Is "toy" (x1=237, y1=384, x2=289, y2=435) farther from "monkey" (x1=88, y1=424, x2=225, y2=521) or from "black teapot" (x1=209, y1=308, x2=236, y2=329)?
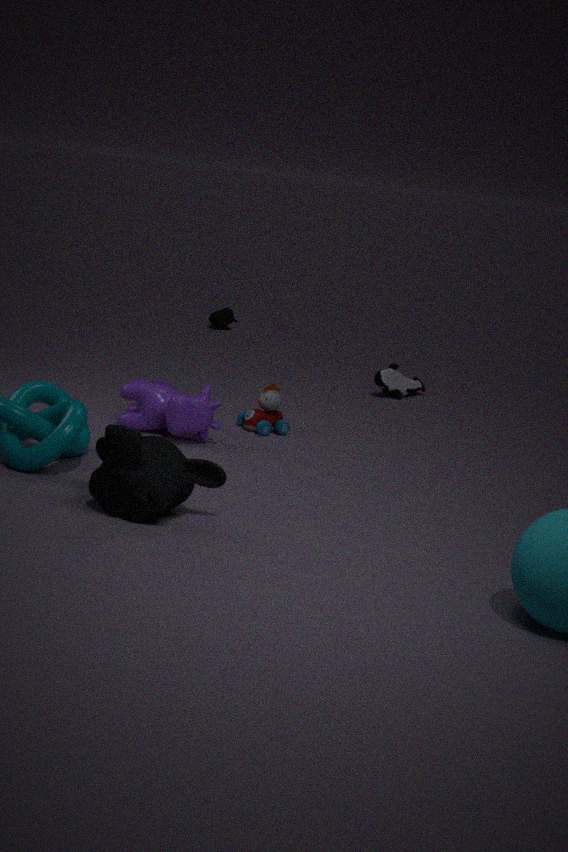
"black teapot" (x1=209, y1=308, x2=236, y2=329)
